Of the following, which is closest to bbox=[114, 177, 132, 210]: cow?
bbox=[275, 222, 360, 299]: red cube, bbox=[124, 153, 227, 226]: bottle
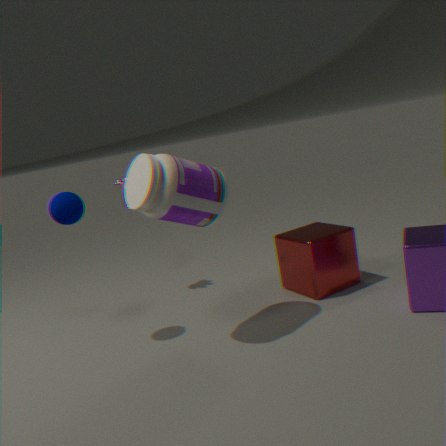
bbox=[124, 153, 227, 226]: bottle
